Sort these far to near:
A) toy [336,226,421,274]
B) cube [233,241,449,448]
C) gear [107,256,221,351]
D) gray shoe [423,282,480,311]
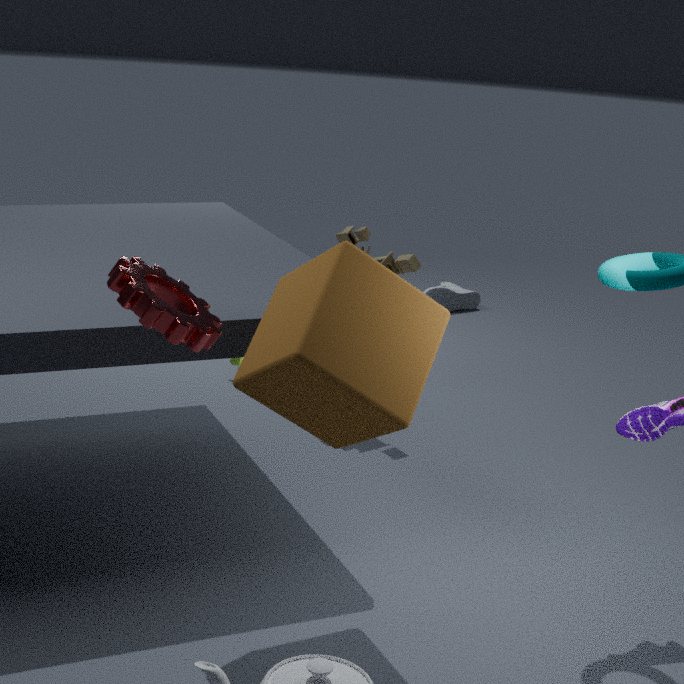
gray shoe [423,282,480,311]
toy [336,226,421,274]
cube [233,241,449,448]
gear [107,256,221,351]
